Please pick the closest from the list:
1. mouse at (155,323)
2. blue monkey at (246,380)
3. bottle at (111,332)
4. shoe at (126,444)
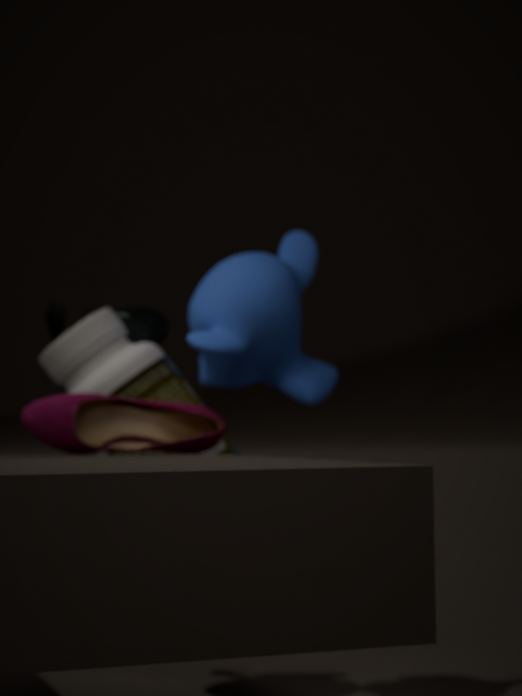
shoe at (126,444)
